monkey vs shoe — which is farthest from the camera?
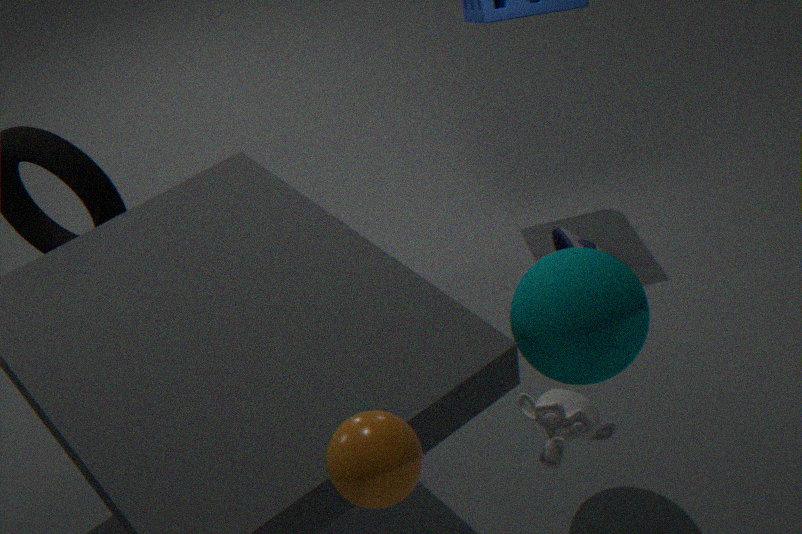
shoe
